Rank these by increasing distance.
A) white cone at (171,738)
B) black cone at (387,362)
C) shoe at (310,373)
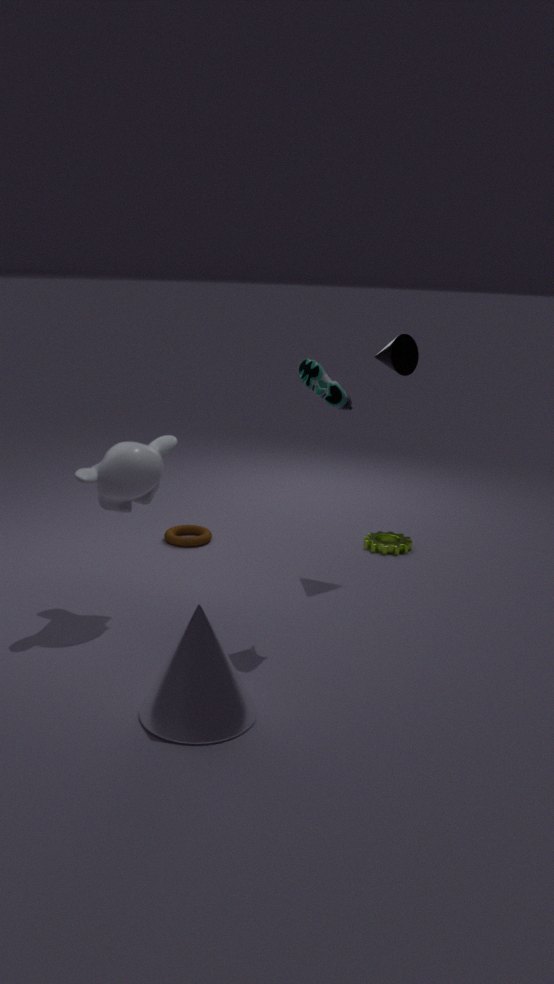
1. white cone at (171,738)
2. shoe at (310,373)
3. black cone at (387,362)
